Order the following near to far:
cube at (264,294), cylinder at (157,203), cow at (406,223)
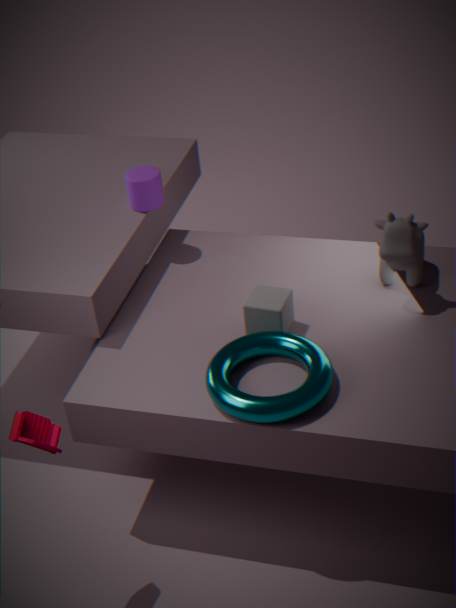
cube at (264,294), cow at (406,223), cylinder at (157,203)
